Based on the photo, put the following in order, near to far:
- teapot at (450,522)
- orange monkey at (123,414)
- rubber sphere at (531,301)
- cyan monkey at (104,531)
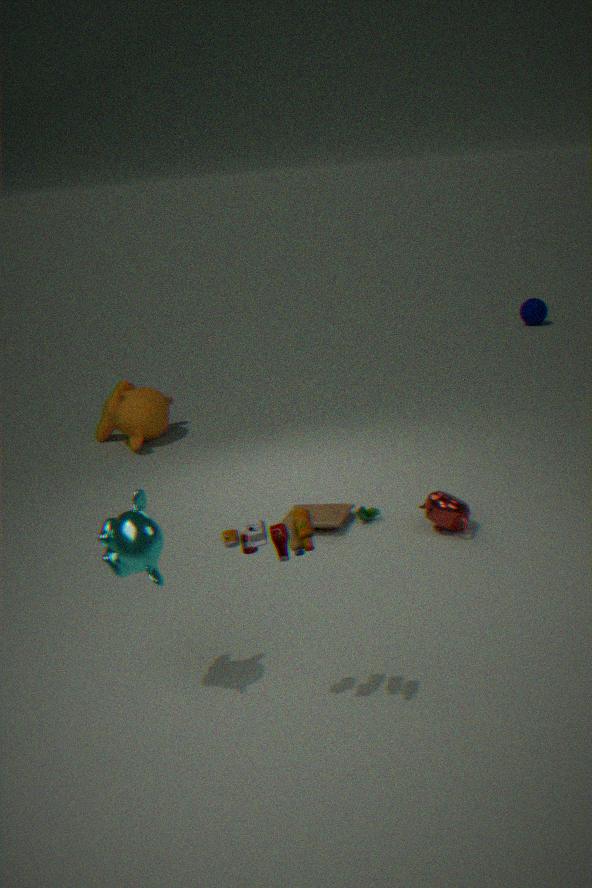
cyan monkey at (104,531), teapot at (450,522), orange monkey at (123,414), rubber sphere at (531,301)
